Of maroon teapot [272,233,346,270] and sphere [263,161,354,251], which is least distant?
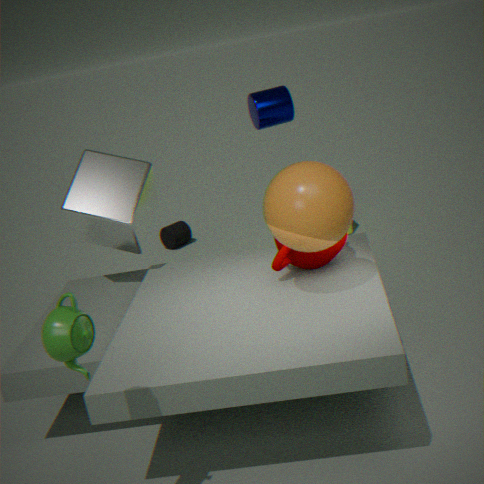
sphere [263,161,354,251]
